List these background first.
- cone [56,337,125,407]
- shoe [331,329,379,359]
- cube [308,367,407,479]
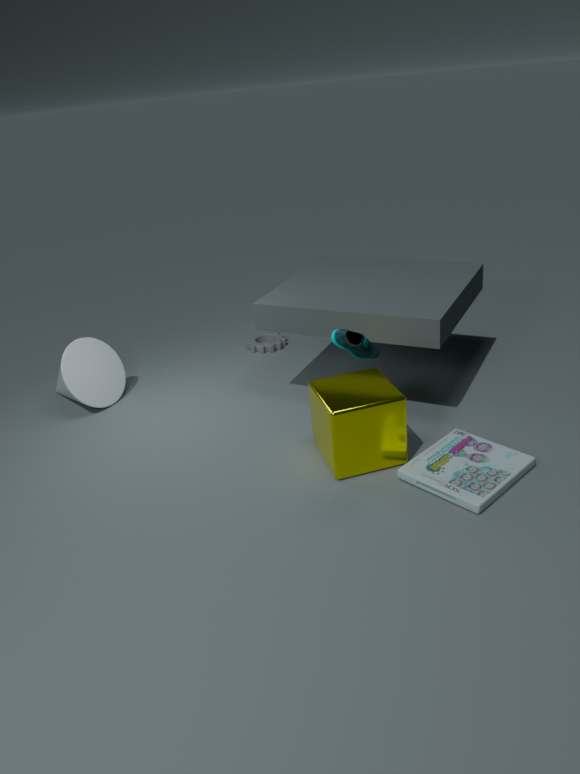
cone [56,337,125,407] → cube [308,367,407,479] → shoe [331,329,379,359]
